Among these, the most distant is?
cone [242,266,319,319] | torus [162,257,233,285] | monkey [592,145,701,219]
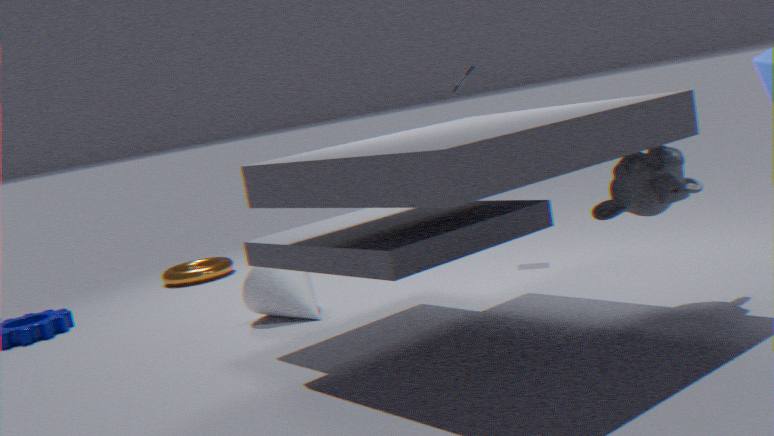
torus [162,257,233,285]
